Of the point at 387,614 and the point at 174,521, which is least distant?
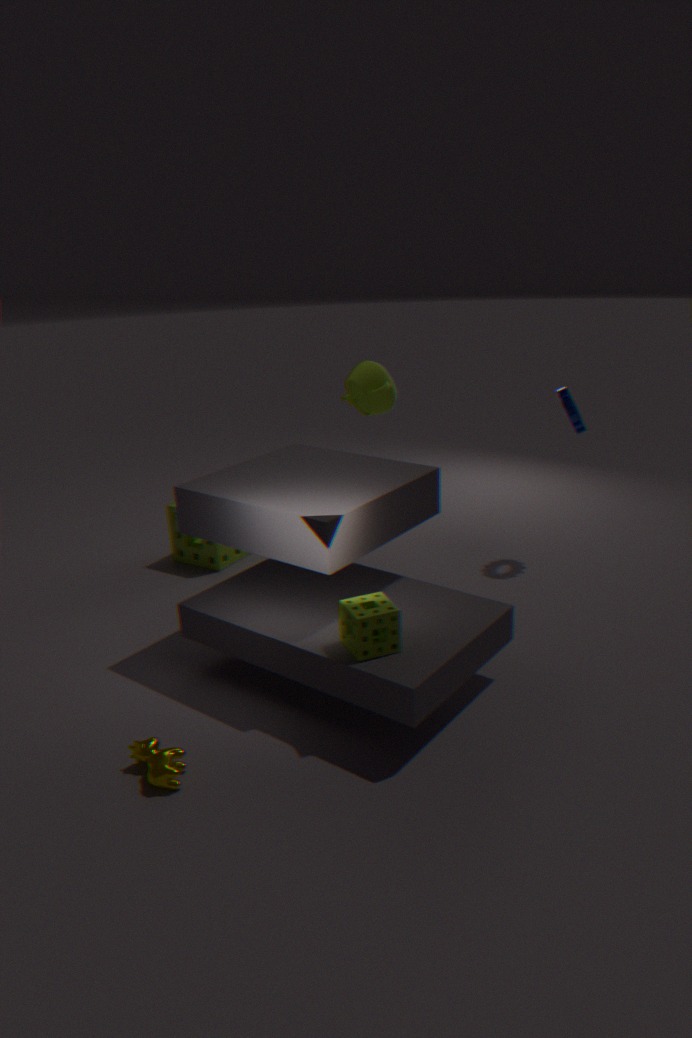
the point at 387,614
